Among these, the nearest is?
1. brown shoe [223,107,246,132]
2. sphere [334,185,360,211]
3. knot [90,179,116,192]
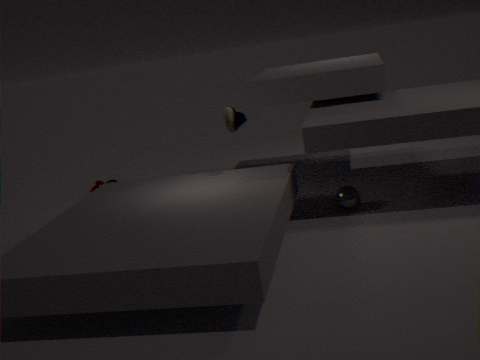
brown shoe [223,107,246,132]
